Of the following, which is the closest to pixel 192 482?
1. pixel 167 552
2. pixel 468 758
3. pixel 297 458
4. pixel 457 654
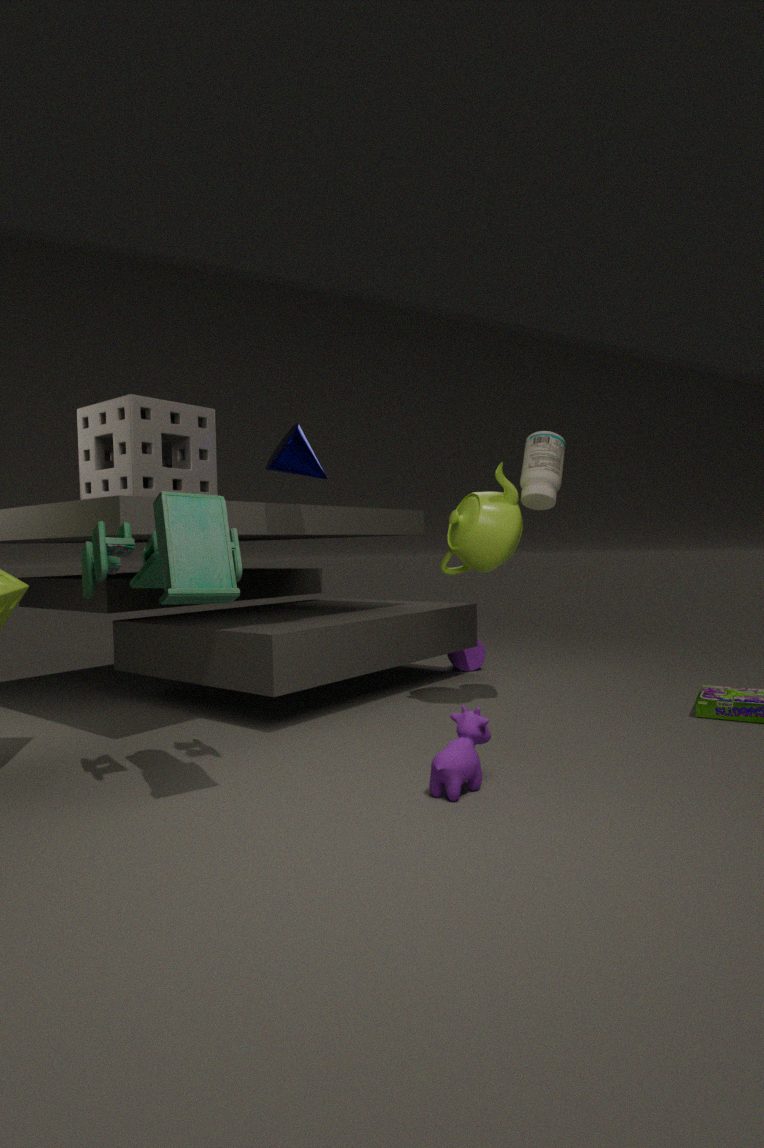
pixel 297 458
